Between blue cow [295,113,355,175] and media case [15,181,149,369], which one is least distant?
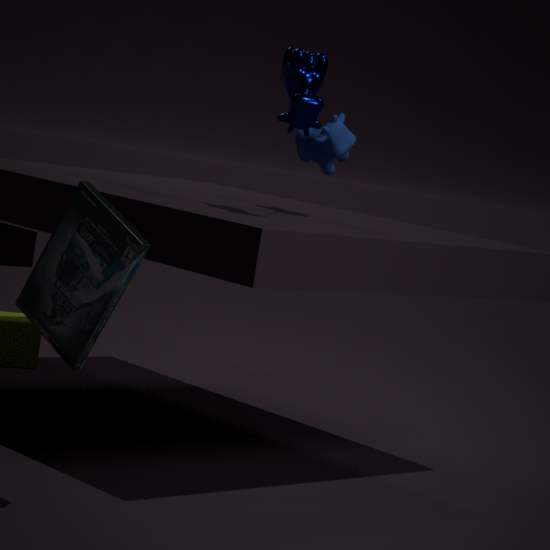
media case [15,181,149,369]
